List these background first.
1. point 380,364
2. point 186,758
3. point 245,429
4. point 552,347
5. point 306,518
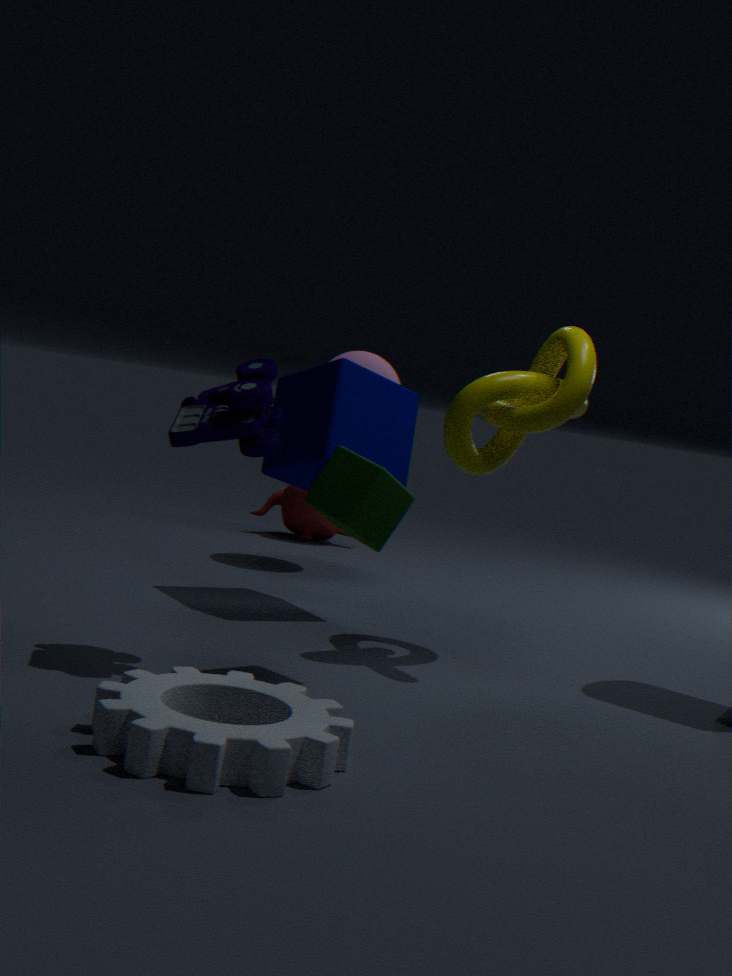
point 306,518, point 380,364, point 552,347, point 245,429, point 186,758
